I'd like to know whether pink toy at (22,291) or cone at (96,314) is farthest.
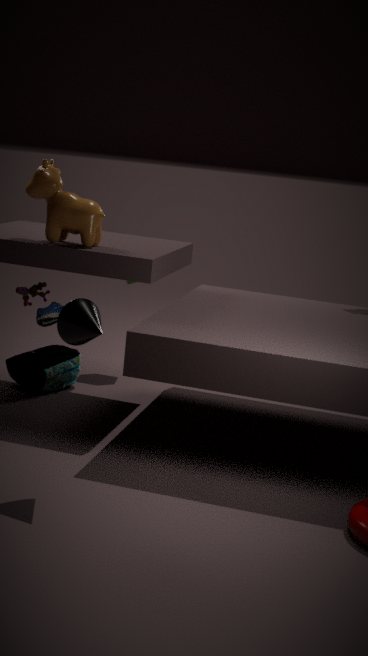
pink toy at (22,291)
